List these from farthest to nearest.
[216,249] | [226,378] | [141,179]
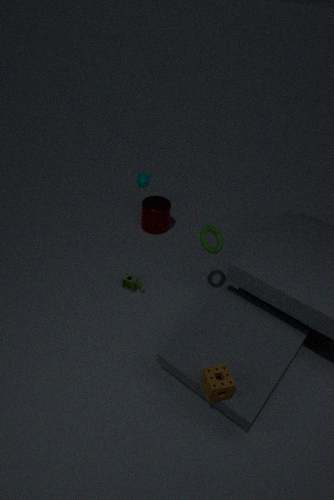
[141,179]
[216,249]
[226,378]
